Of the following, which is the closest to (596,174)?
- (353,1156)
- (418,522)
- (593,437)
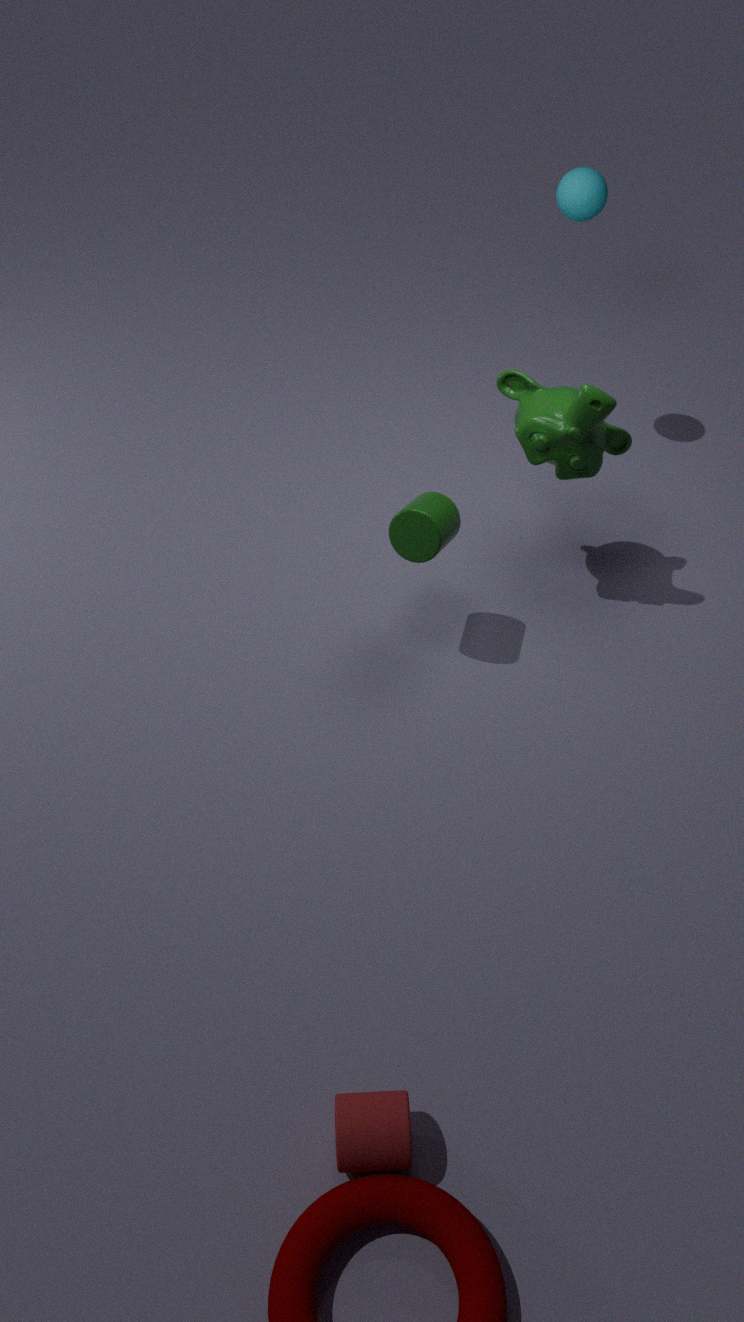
(593,437)
